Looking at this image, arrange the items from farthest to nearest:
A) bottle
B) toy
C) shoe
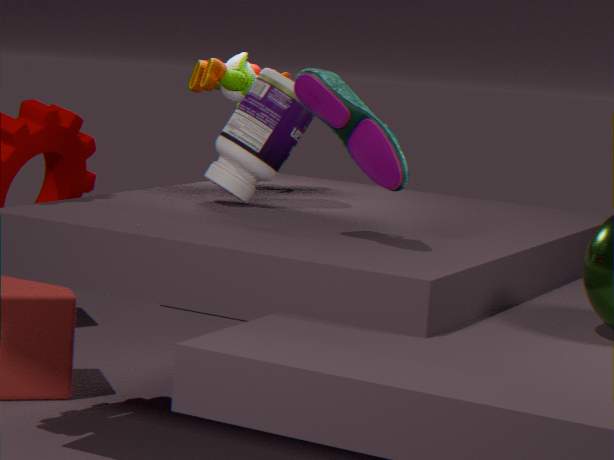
toy, bottle, shoe
